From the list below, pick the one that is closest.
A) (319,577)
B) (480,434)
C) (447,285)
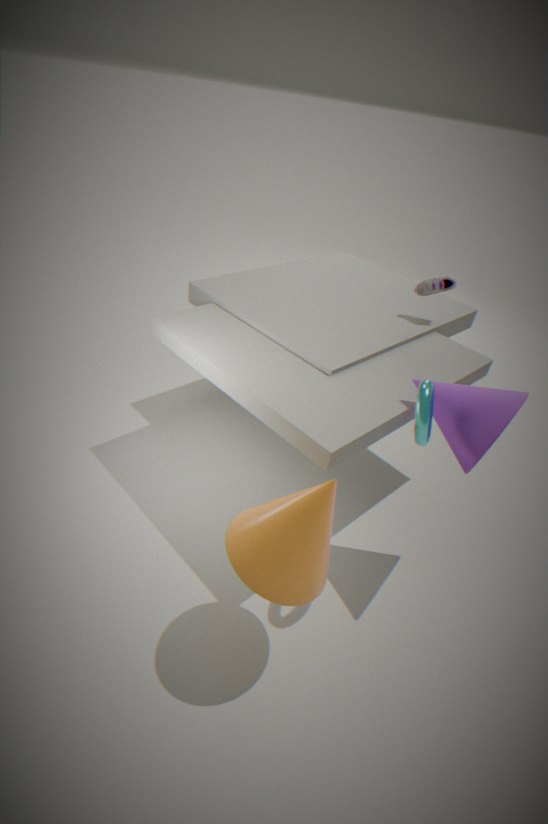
(319,577)
